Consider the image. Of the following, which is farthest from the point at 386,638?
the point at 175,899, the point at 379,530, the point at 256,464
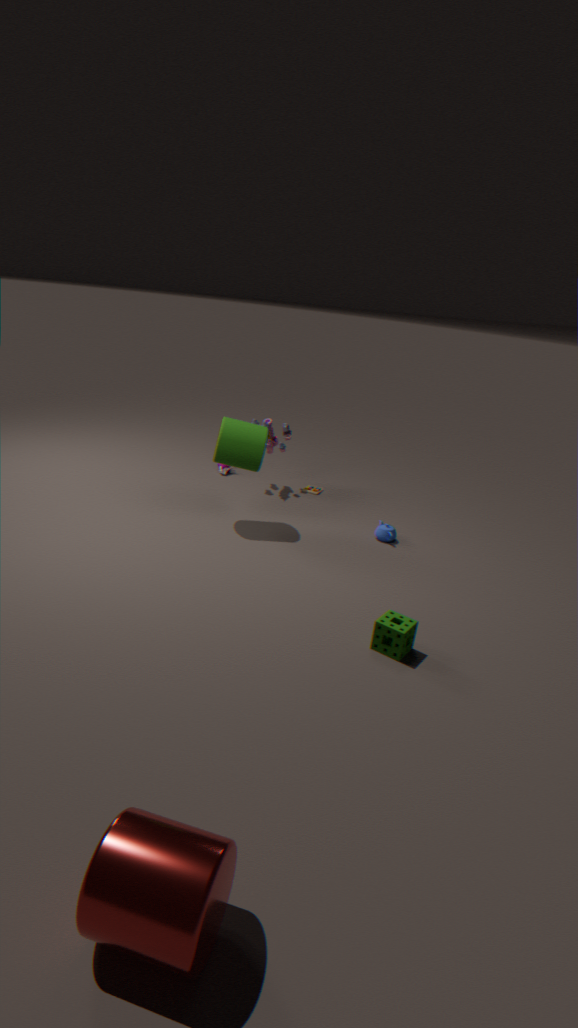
the point at 256,464
